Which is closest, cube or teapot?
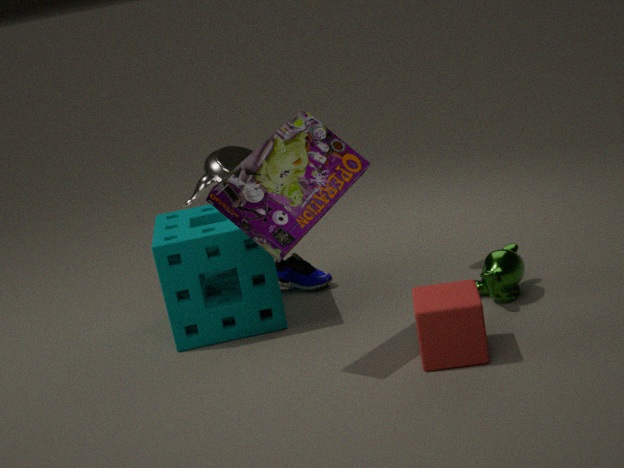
cube
